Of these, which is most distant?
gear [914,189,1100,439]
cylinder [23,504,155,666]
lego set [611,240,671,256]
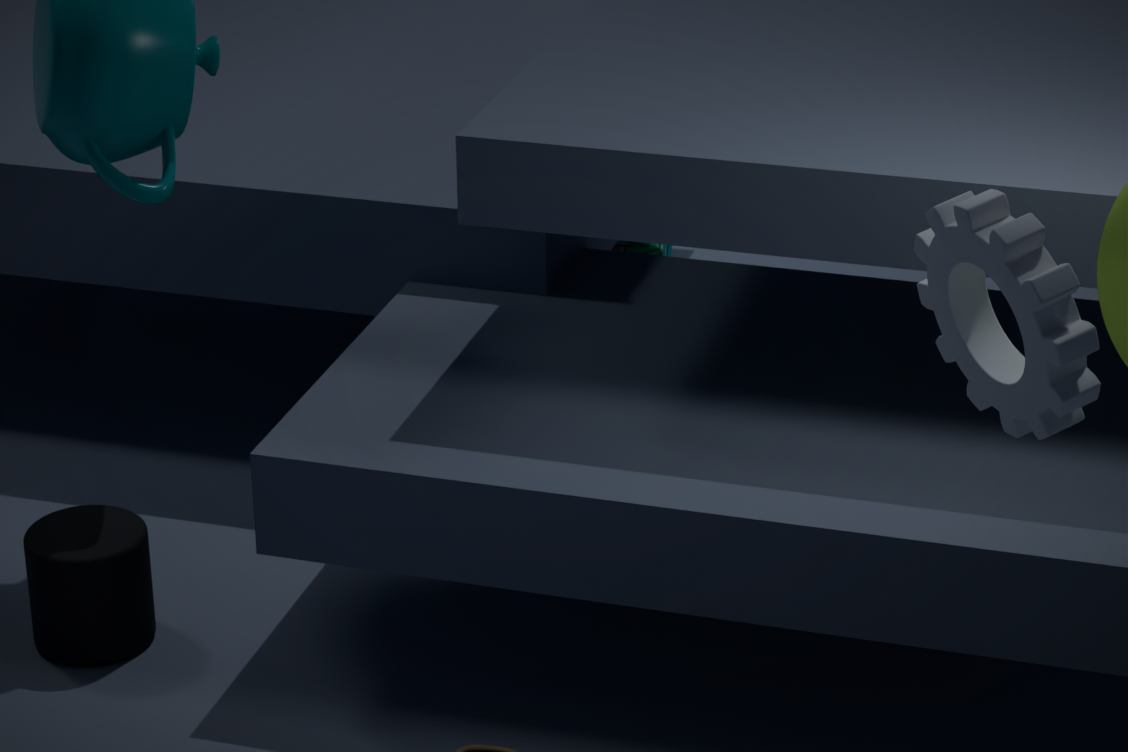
lego set [611,240,671,256]
